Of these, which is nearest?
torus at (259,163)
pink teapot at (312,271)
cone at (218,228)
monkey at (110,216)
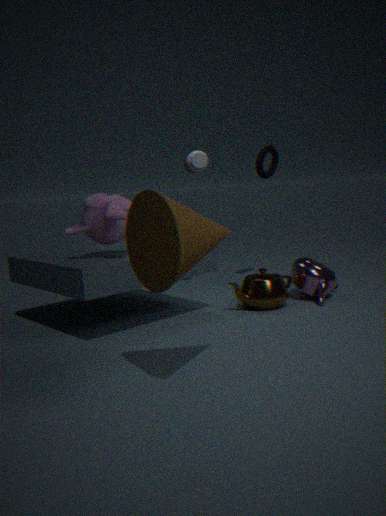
cone at (218,228)
